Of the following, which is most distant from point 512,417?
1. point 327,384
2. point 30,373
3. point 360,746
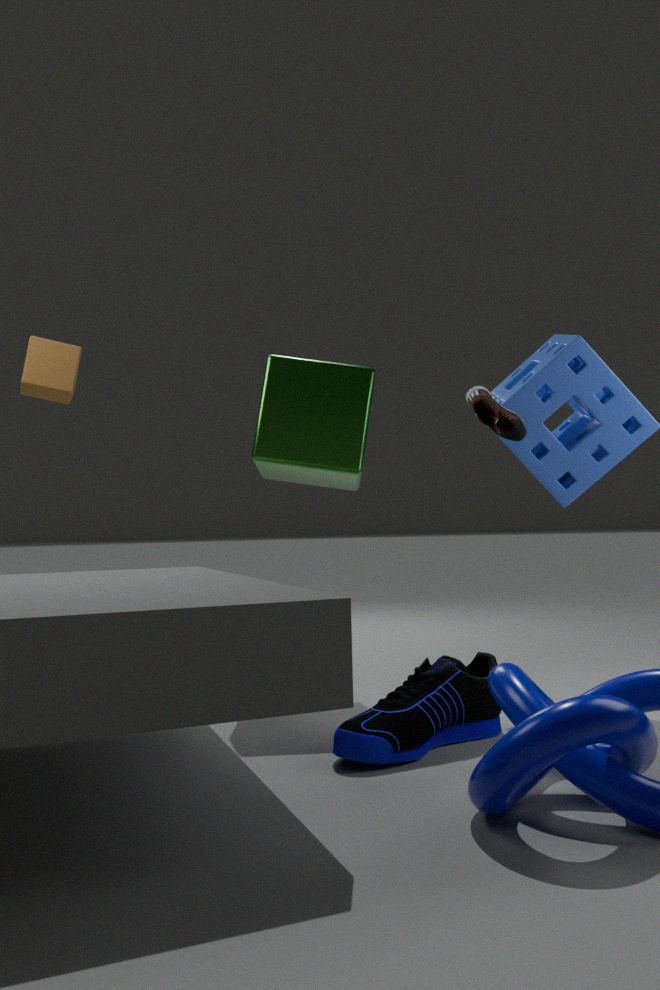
point 30,373
